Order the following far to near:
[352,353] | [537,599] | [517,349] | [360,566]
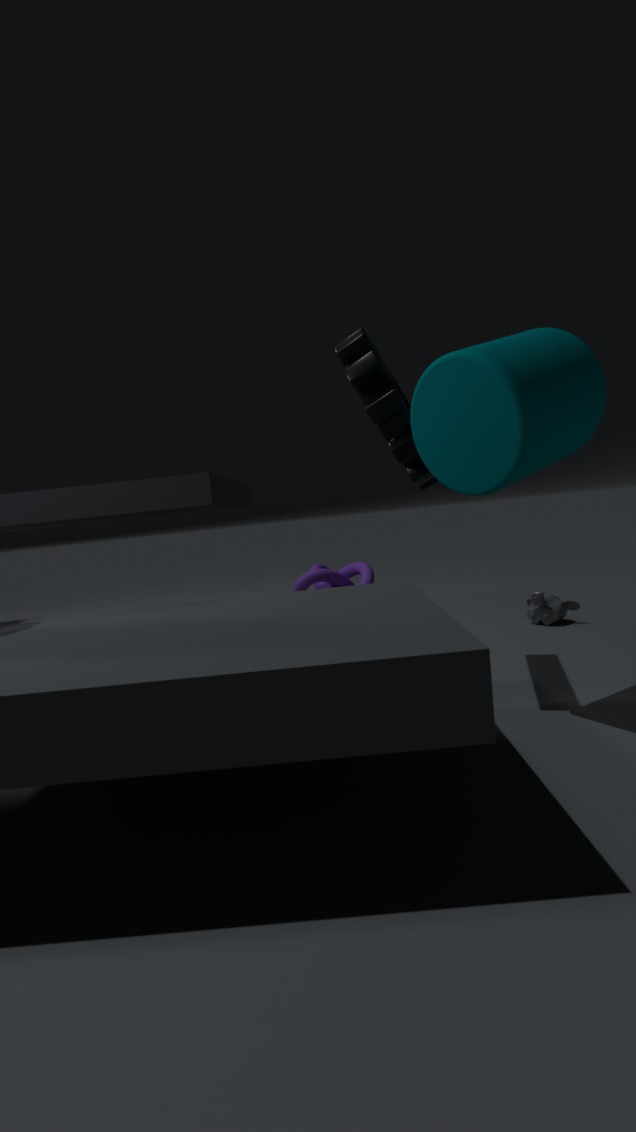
[360,566]
[537,599]
[352,353]
[517,349]
